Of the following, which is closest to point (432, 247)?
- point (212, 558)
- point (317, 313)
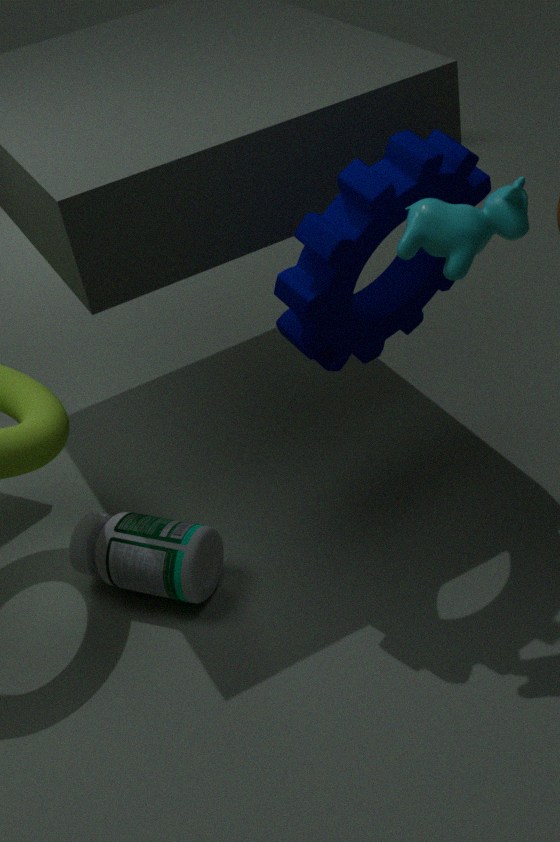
point (317, 313)
